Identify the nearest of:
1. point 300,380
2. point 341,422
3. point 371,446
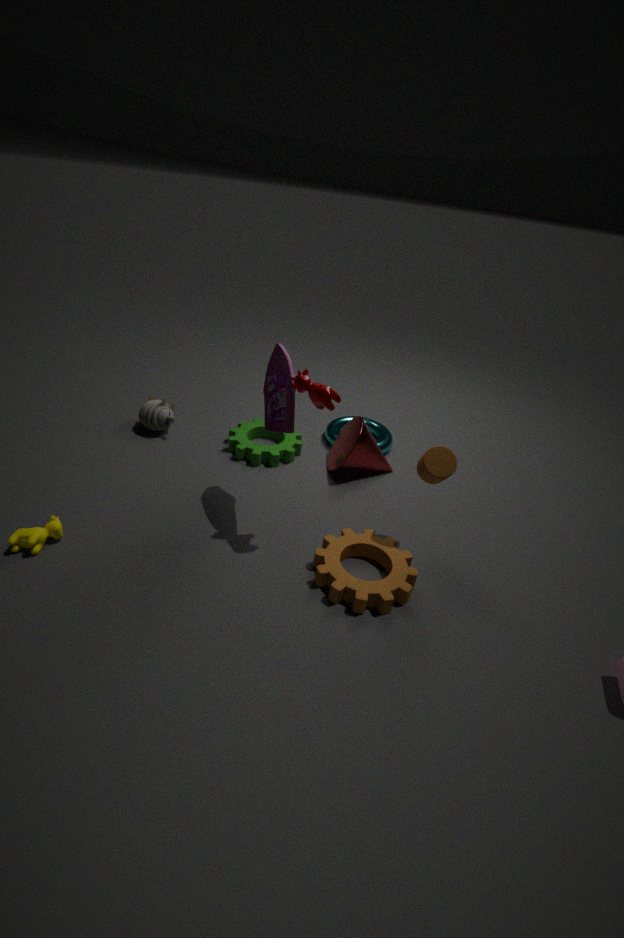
point 300,380
